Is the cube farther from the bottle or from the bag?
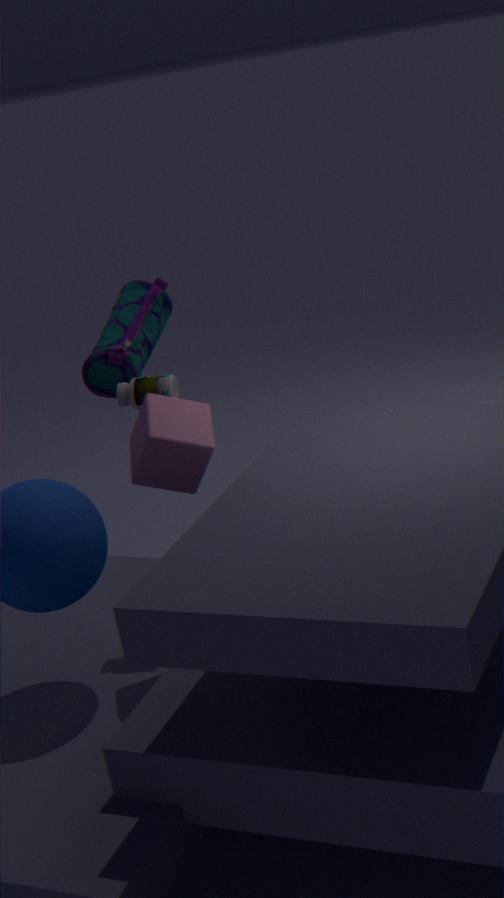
the bag
